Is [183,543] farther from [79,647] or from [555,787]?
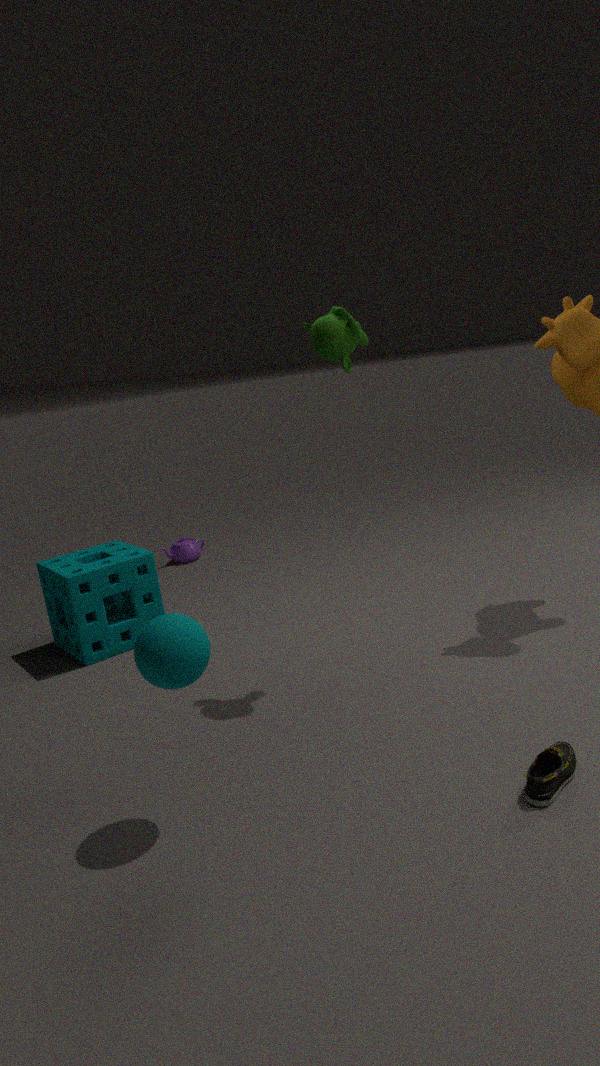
[555,787]
